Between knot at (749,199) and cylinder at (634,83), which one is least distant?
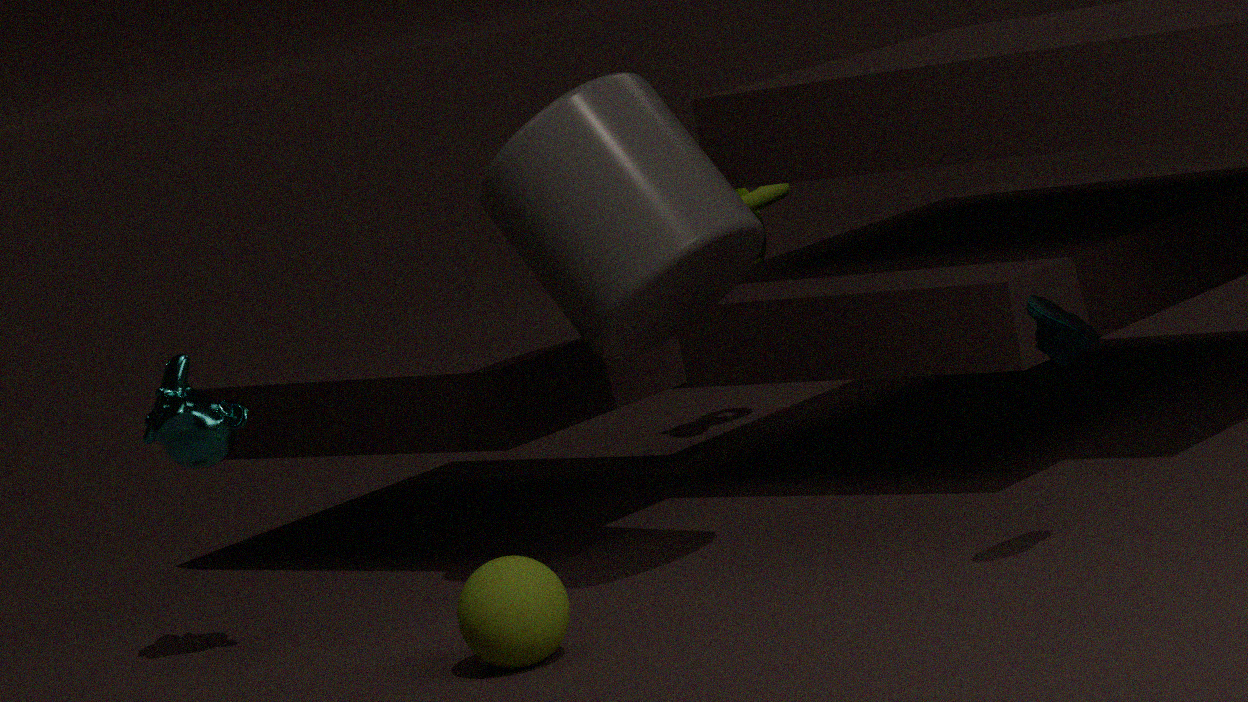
cylinder at (634,83)
